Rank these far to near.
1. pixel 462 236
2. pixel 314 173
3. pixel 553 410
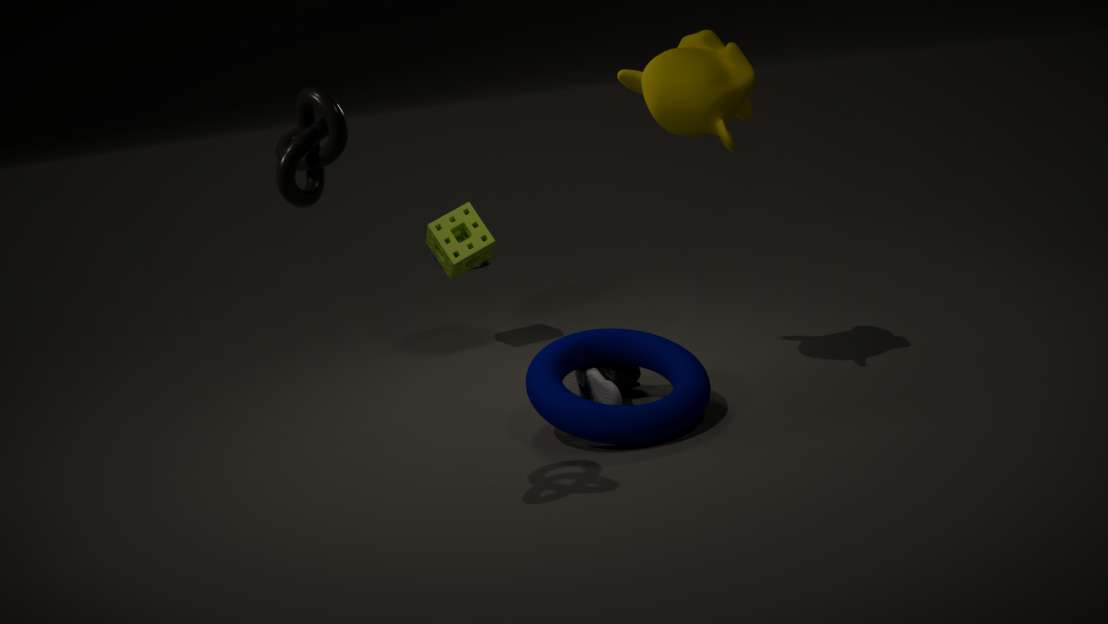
pixel 462 236 → pixel 553 410 → pixel 314 173
